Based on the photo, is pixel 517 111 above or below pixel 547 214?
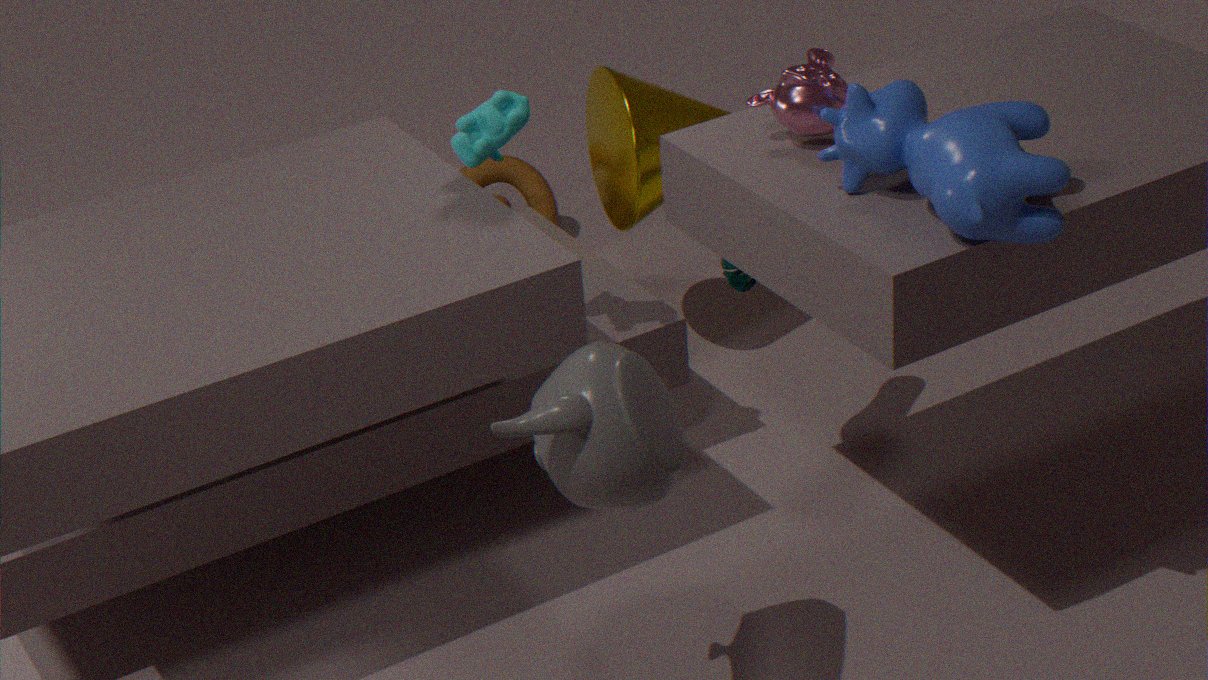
above
